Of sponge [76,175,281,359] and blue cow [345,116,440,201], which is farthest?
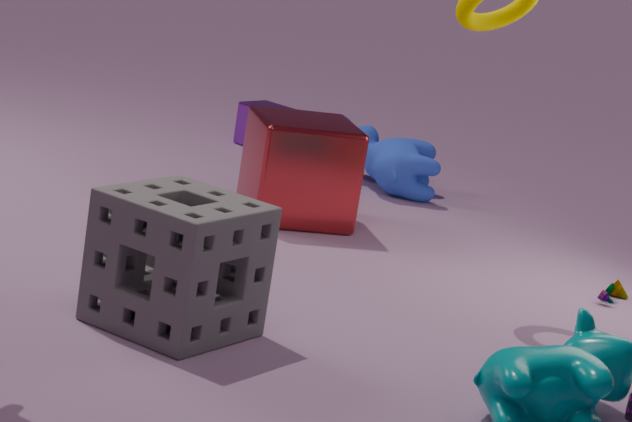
blue cow [345,116,440,201]
